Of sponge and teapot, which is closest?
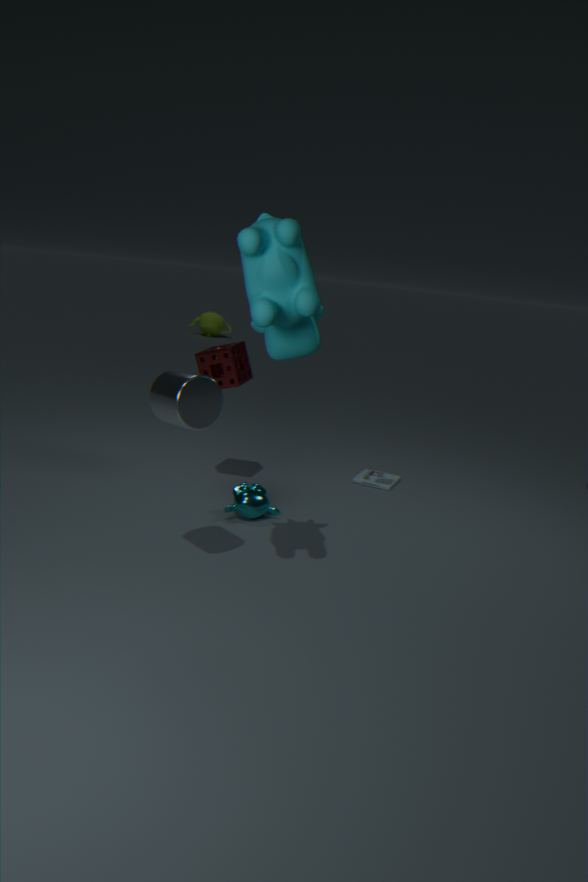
sponge
